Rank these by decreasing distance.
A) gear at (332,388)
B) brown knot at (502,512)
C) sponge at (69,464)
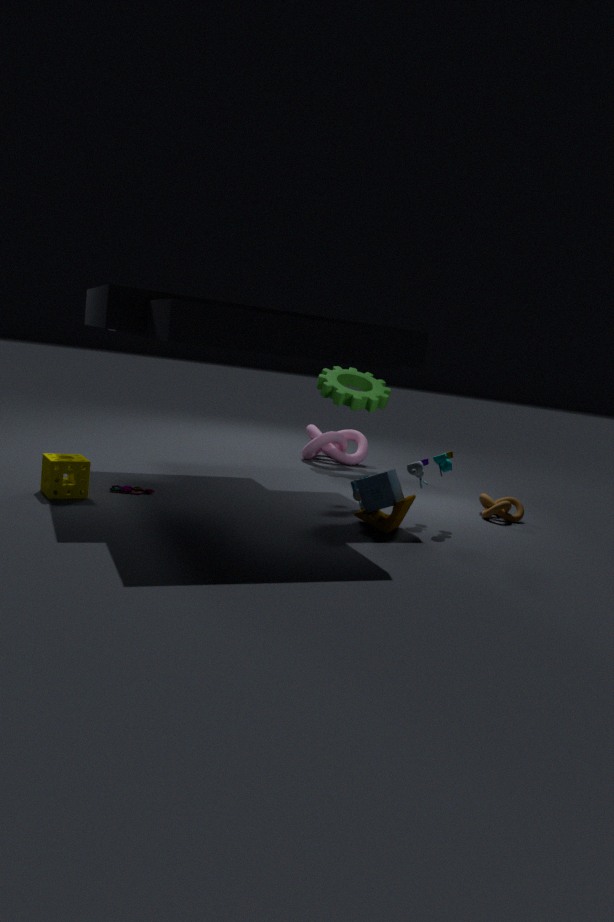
gear at (332,388)
brown knot at (502,512)
sponge at (69,464)
